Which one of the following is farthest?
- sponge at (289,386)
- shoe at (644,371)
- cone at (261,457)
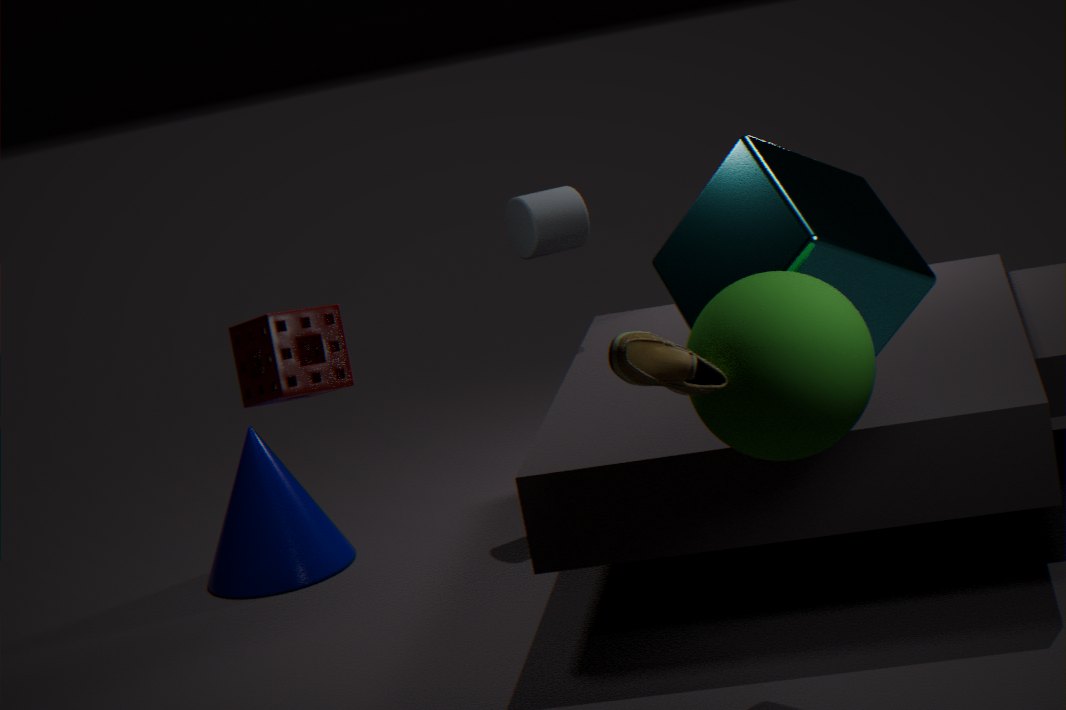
cone at (261,457)
